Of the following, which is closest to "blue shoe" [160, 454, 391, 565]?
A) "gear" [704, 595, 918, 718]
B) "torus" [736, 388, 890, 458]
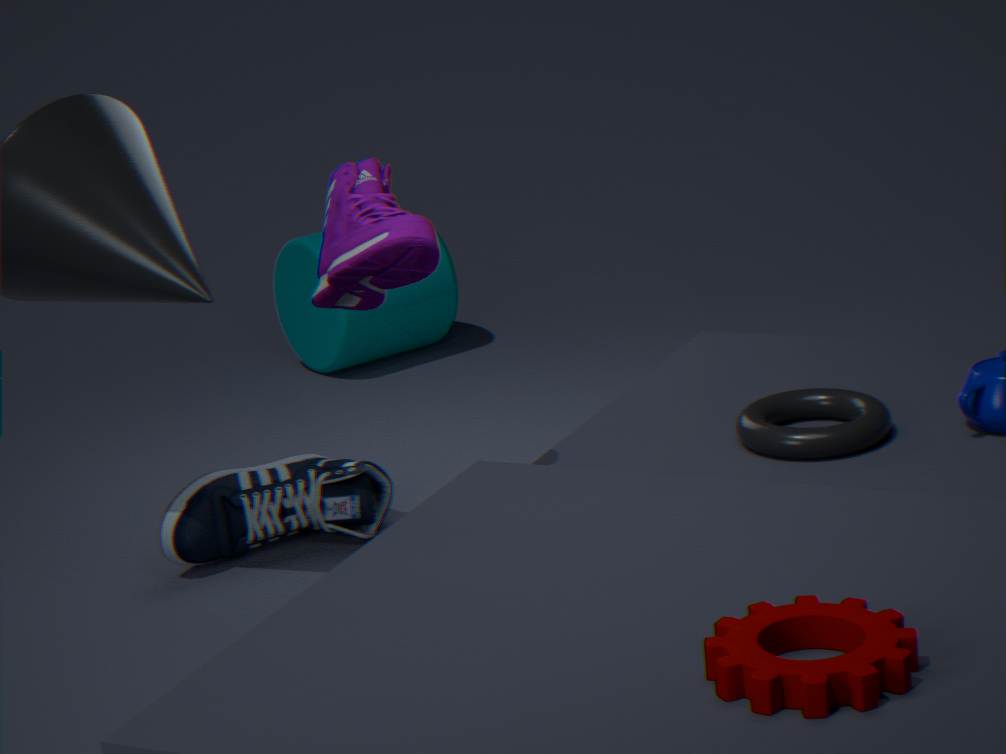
"torus" [736, 388, 890, 458]
